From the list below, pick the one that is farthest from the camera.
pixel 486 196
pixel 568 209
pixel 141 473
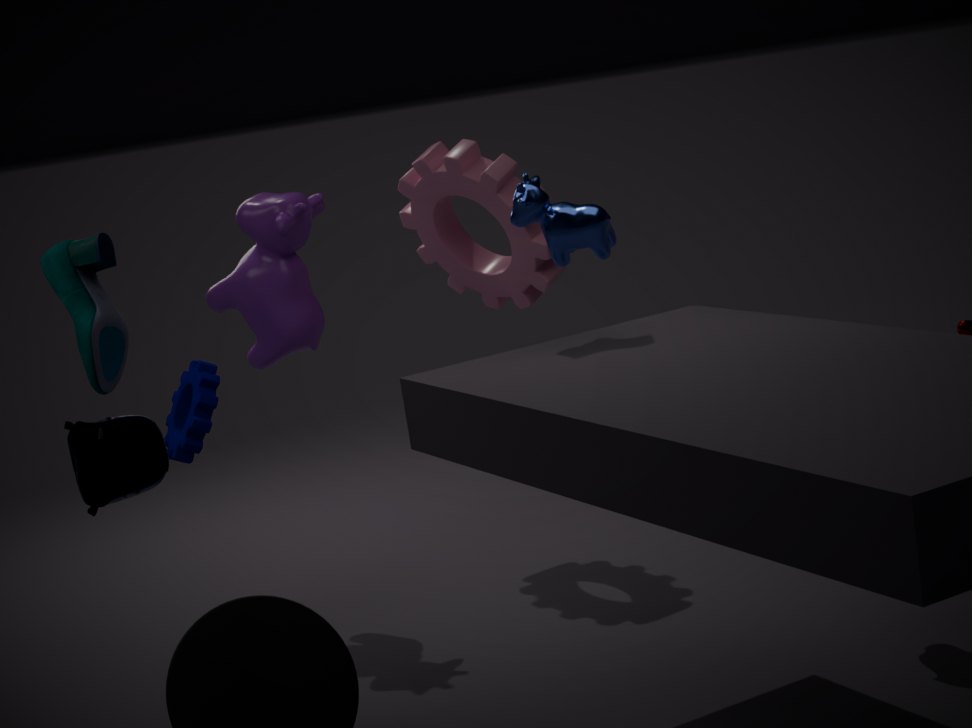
pixel 486 196
